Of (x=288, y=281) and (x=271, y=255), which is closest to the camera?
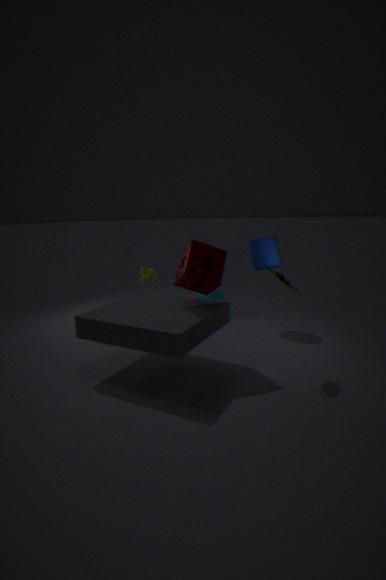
(x=288, y=281)
